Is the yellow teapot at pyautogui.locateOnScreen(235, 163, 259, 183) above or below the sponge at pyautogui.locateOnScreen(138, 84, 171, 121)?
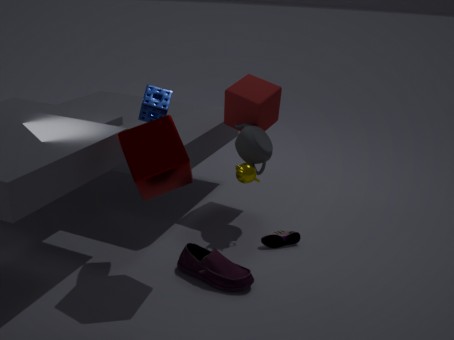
below
